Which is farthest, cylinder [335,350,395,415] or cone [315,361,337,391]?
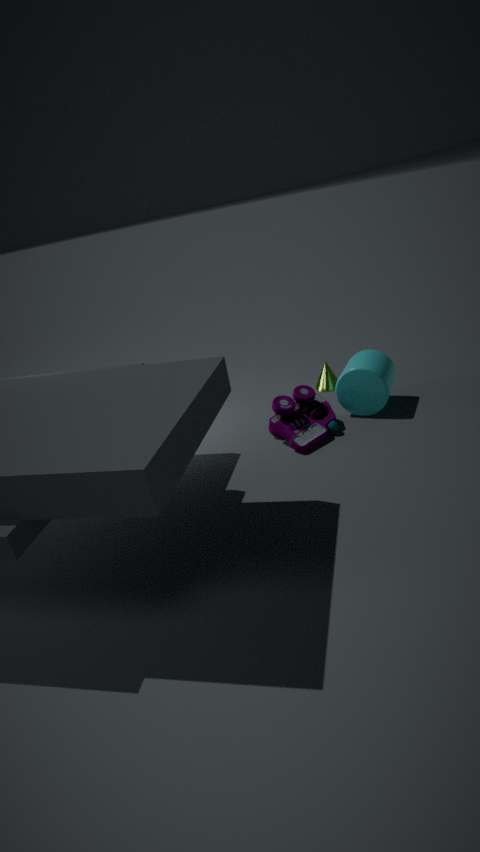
cone [315,361,337,391]
